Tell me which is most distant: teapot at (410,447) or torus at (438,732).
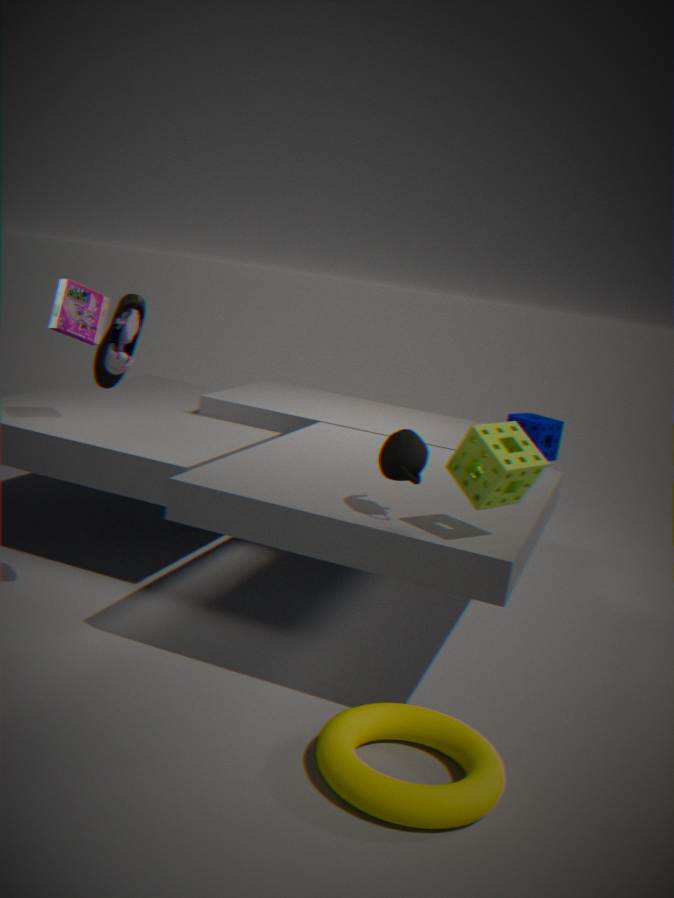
teapot at (410,447)
